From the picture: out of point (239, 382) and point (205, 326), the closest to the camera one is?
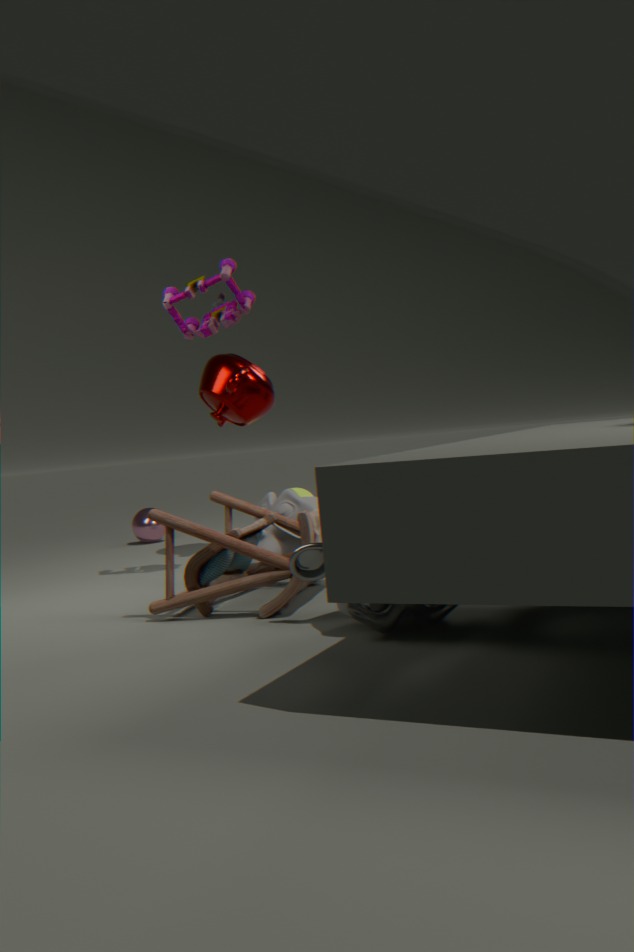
point (205, 326)
